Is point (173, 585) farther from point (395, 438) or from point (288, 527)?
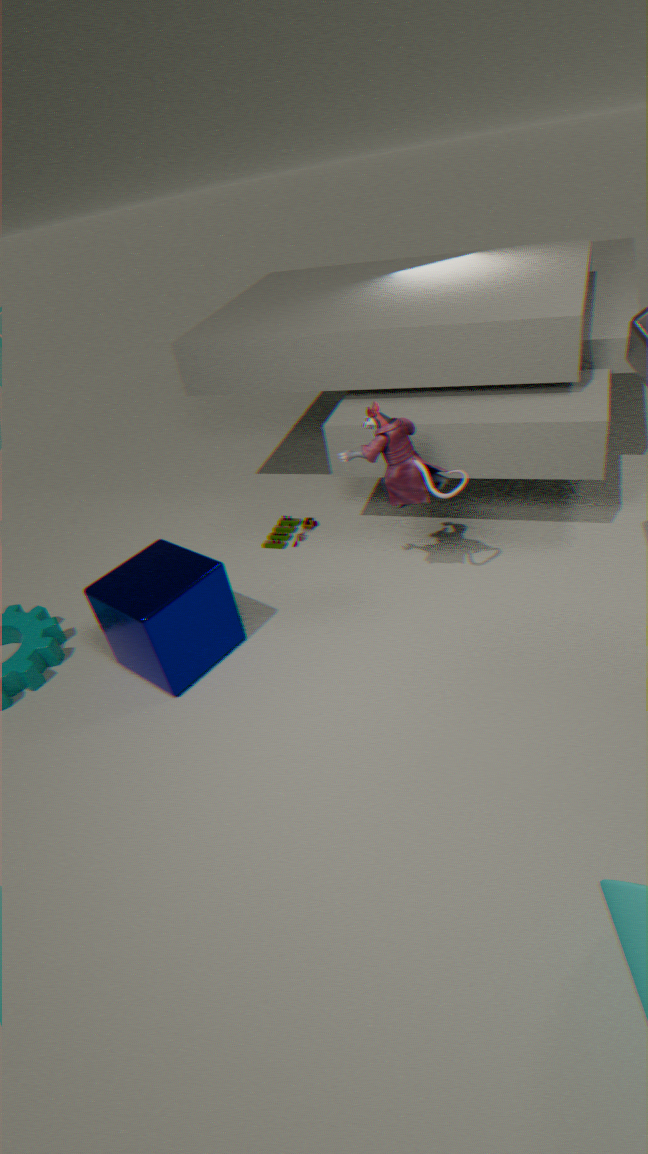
point (395, 438)
